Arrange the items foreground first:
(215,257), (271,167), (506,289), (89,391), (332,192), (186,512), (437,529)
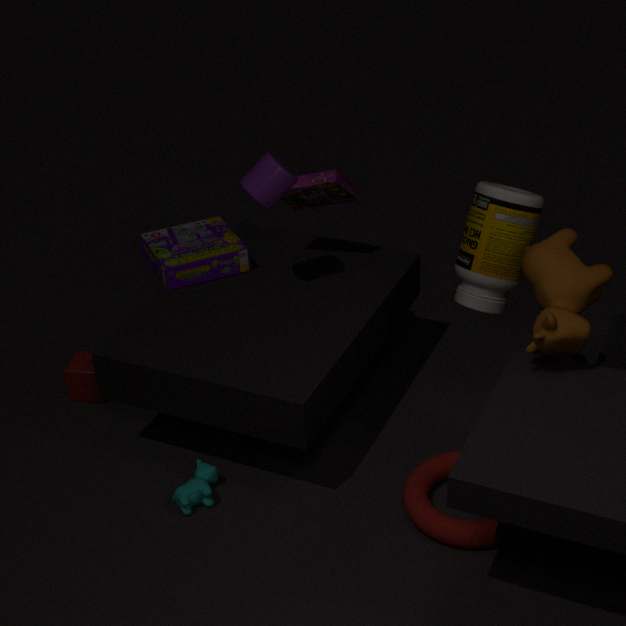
(437,529) < (506,289) < (186,512) < (271,167) < (332,192) < (215,257) < (89,391)
